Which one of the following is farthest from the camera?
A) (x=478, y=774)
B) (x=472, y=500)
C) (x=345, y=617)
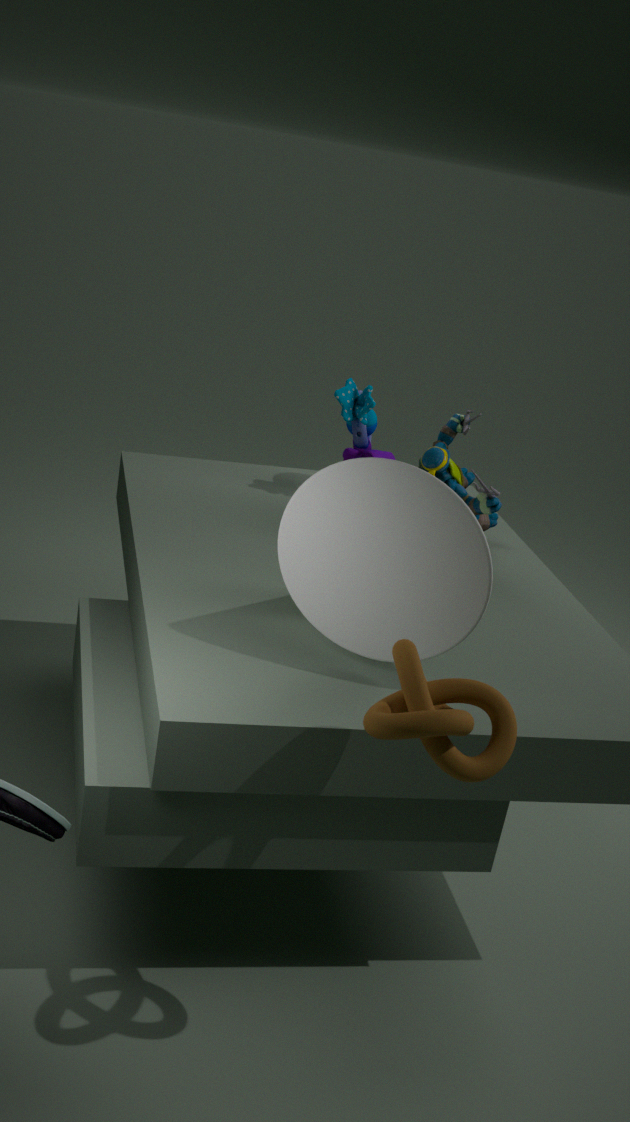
(x=472, y=500)
